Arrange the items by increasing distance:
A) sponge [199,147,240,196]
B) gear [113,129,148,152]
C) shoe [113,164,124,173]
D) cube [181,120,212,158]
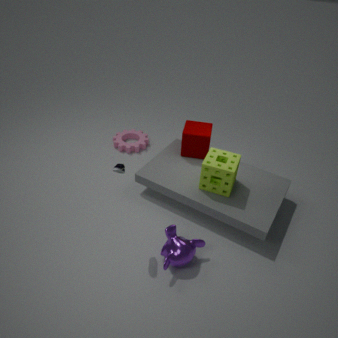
shoe [113,164,124,173]
sponge [199,147,240,196]
cube [181,120,212,158]
gear [113,129,148,152]
